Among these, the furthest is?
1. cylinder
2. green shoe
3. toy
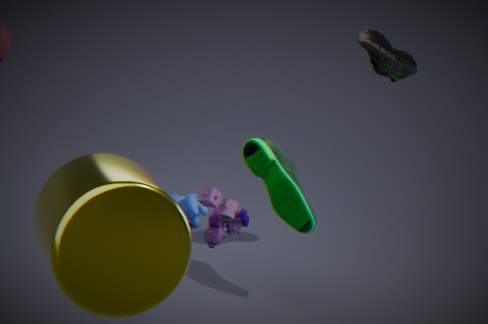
green shoe
